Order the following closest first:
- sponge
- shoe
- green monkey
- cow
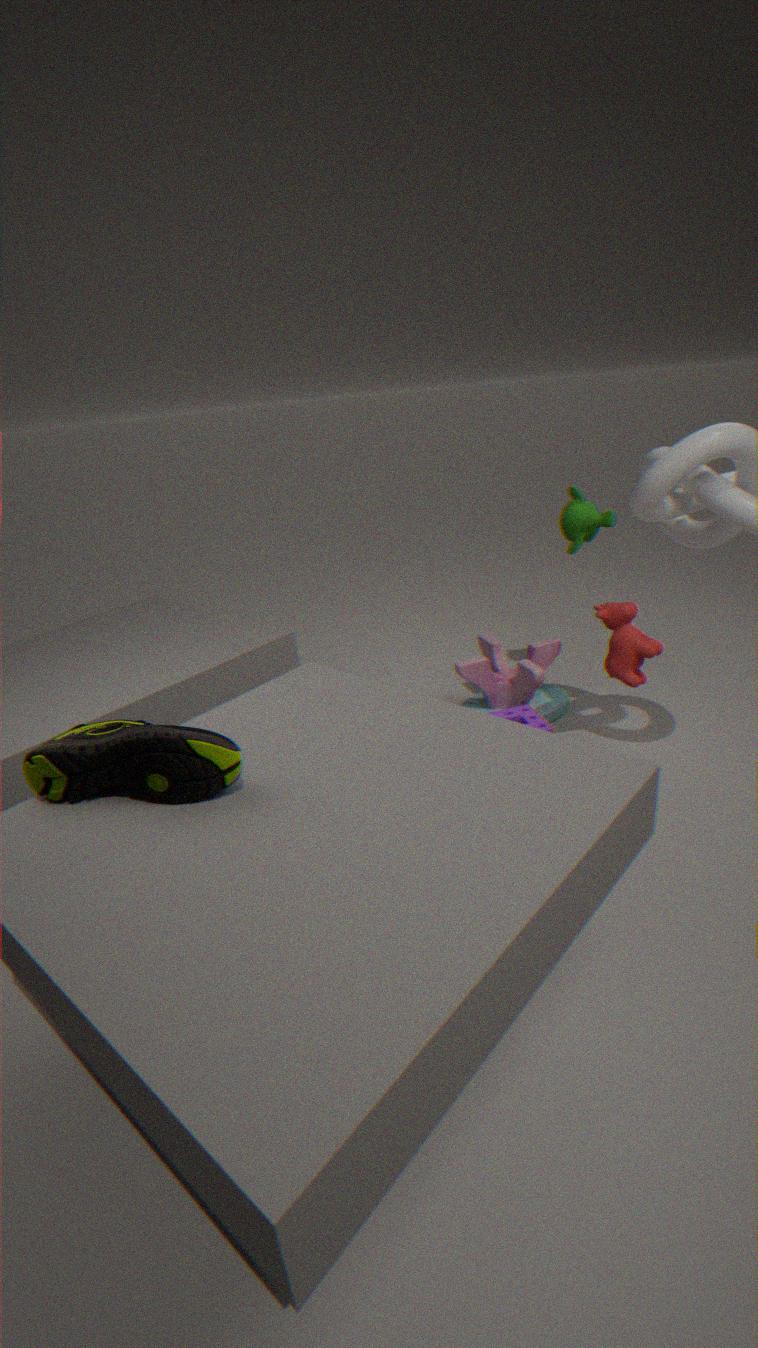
1. shoe
2. cow
3. sponge
4. green monkey
